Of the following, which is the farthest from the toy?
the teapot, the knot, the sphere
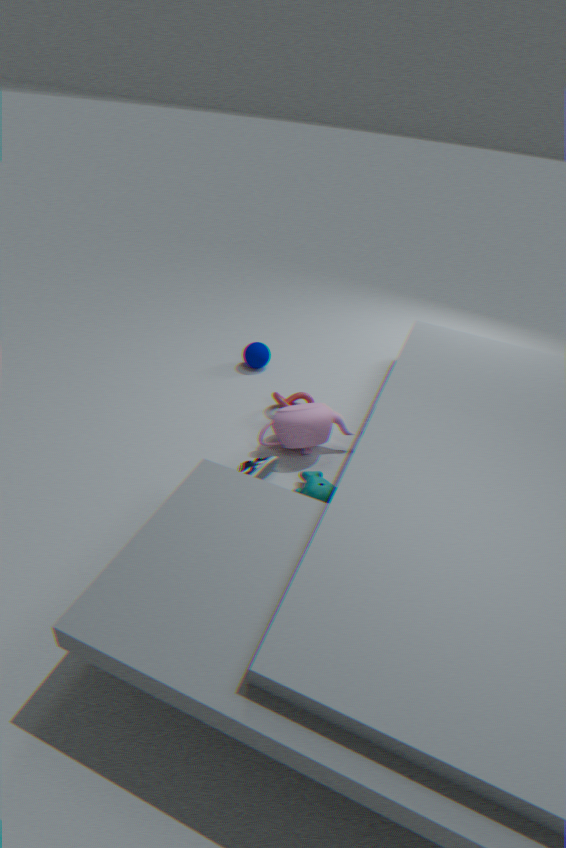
the sphere
